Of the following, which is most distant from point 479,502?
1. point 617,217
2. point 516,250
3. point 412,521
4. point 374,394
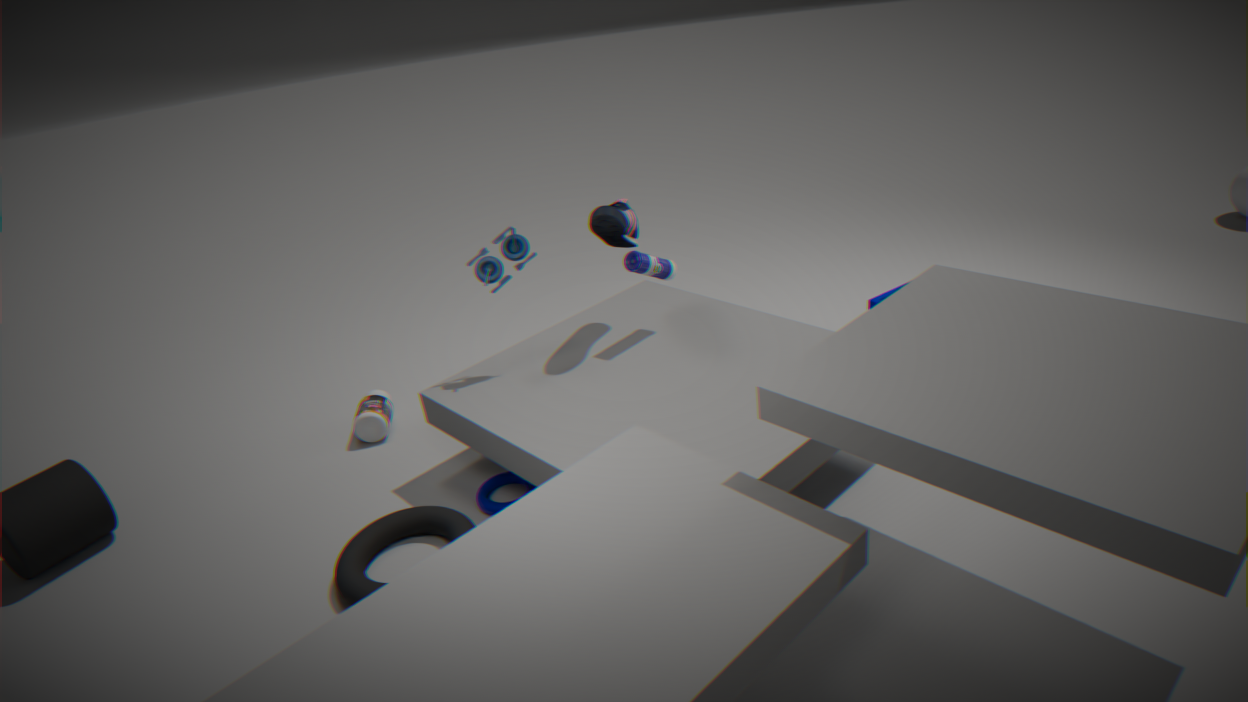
point 617,217
